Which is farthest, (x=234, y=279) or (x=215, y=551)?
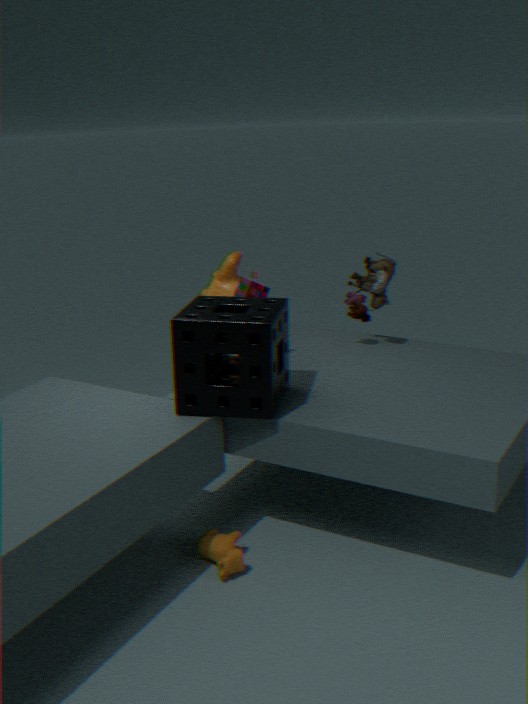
(x=234, y=279)
